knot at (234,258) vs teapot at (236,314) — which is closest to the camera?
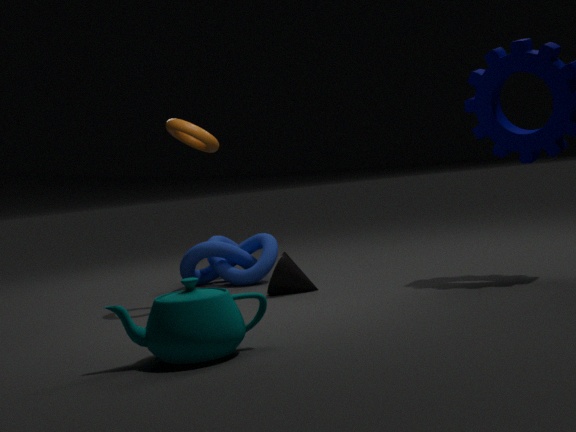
teapot at (236,314)
